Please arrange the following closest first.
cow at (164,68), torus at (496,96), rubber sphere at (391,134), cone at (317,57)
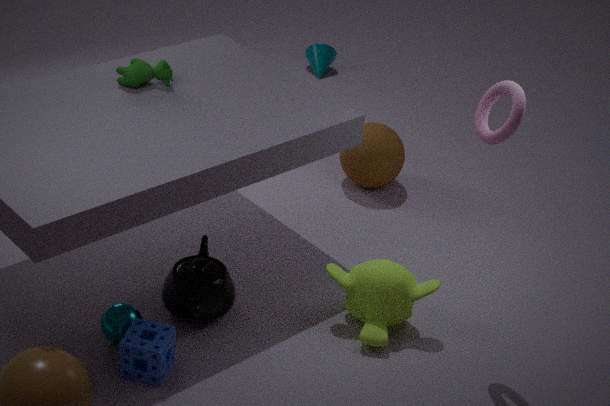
torus at (496,96) → cow at (164,68) → rubber sphere at (391,134) → cone at (317,57)
